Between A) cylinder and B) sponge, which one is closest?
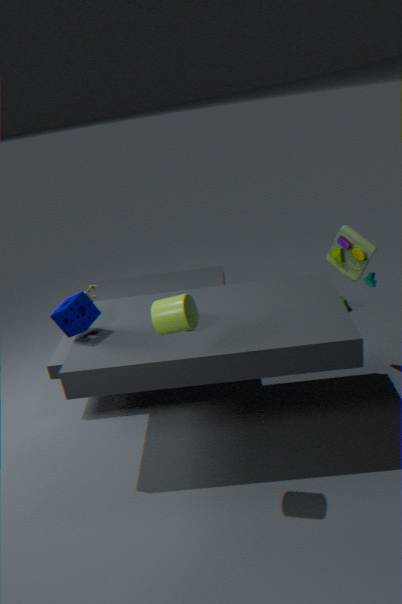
A. cylinder
